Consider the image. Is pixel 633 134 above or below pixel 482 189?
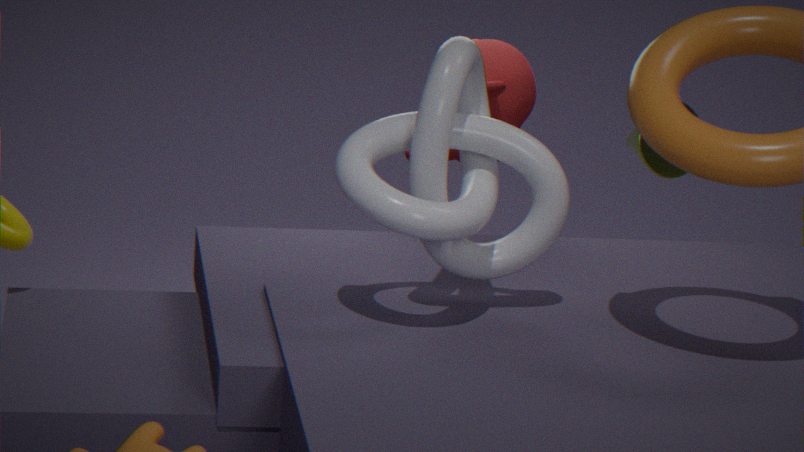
below
